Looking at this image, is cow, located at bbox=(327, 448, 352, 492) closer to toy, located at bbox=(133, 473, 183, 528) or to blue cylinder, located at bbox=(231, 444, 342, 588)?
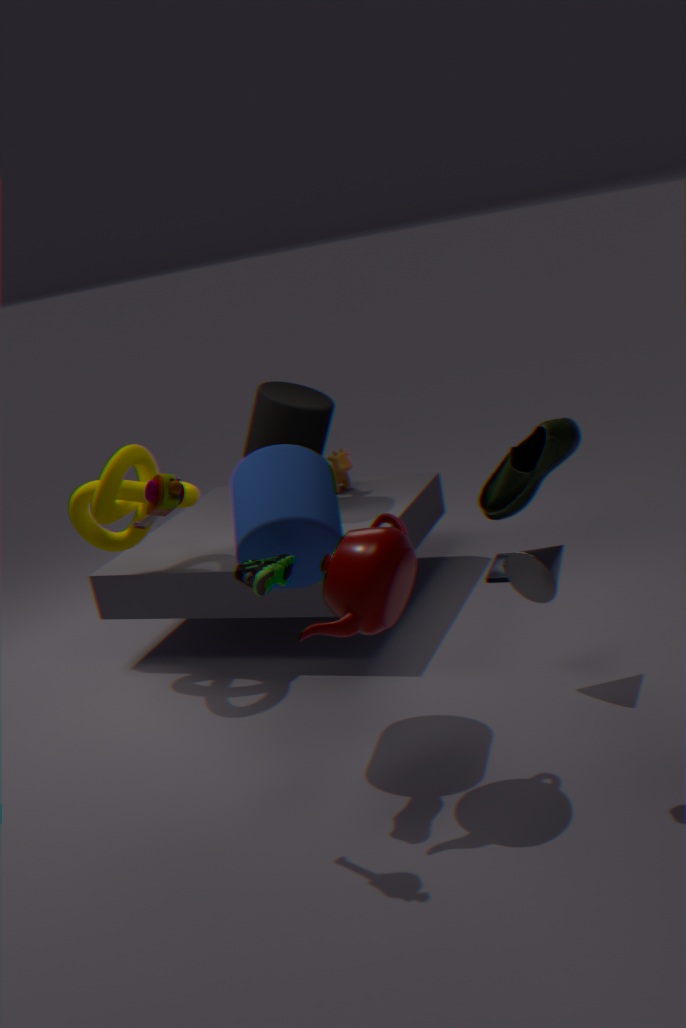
blue cylinder, located at bbox=(231, 444, 342, 588)
